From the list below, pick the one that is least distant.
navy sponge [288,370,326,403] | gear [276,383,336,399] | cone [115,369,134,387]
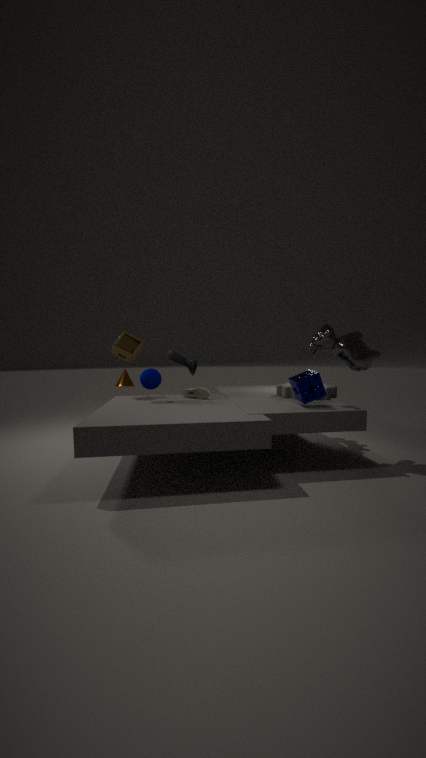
navy sponge [288,370,326,403]
